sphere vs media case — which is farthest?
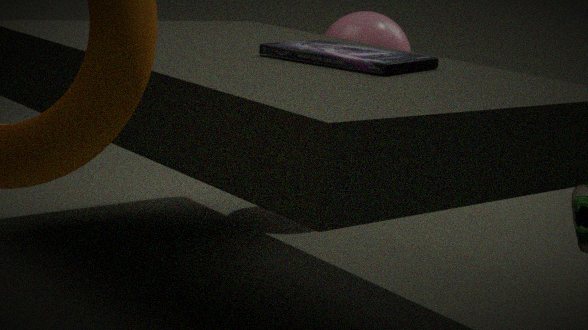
sphere
